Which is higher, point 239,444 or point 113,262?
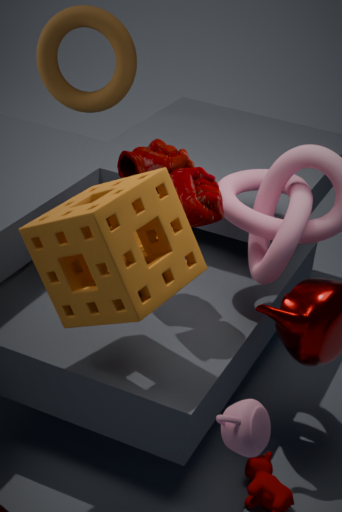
point 113,262
